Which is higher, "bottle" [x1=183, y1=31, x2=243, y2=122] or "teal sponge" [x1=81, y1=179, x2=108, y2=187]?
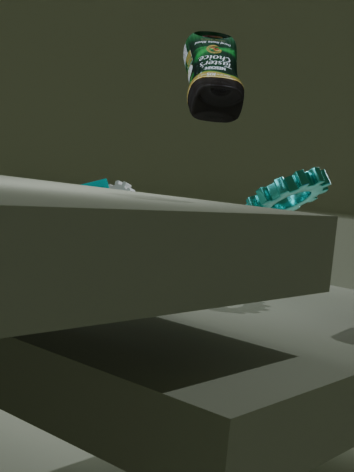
"bottle" [x1=183, y1=31, x2=243, y2=122]
